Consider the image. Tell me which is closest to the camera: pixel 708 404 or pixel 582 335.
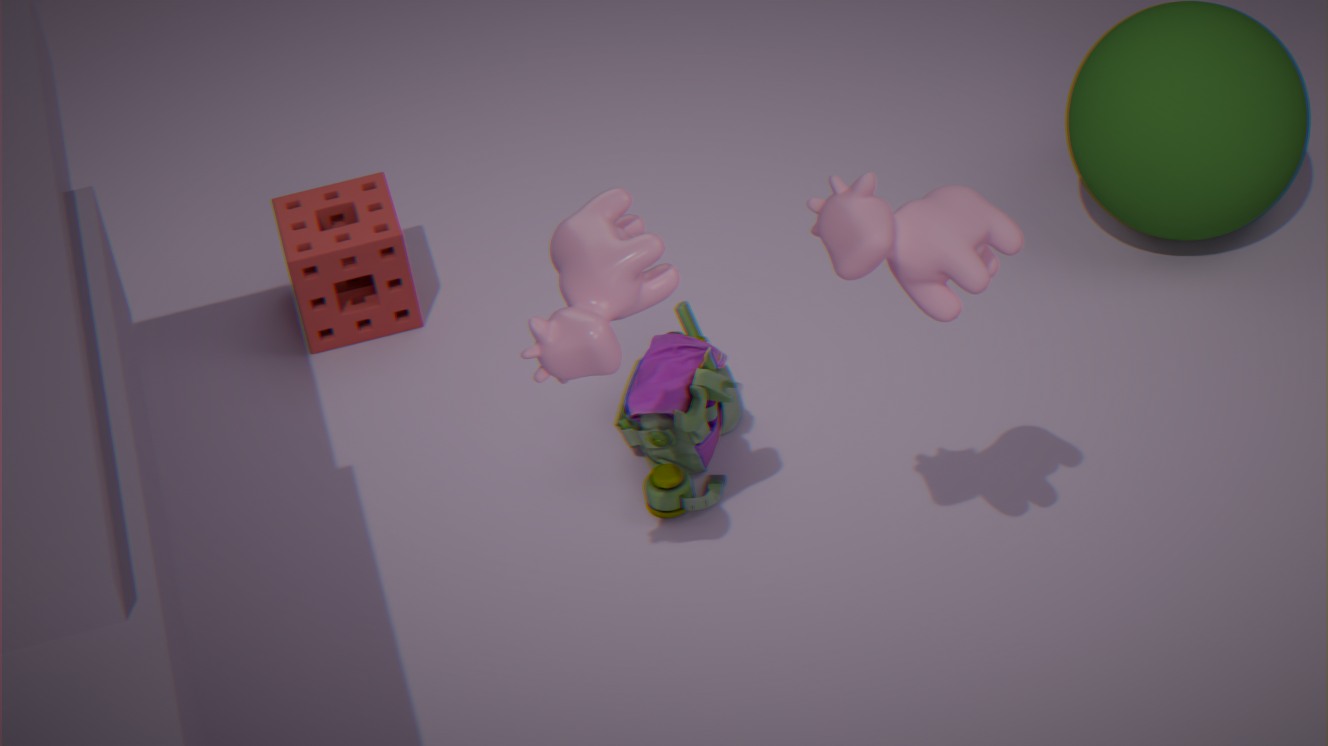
pixel 582 335
